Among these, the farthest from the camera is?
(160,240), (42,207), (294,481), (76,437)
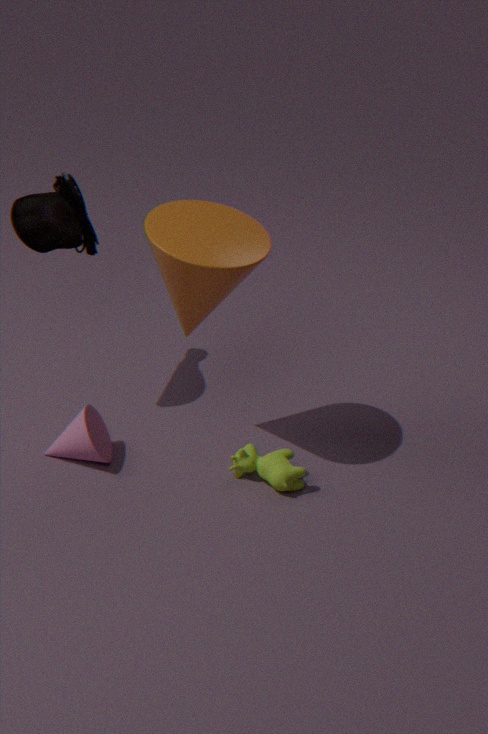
(42,207)
